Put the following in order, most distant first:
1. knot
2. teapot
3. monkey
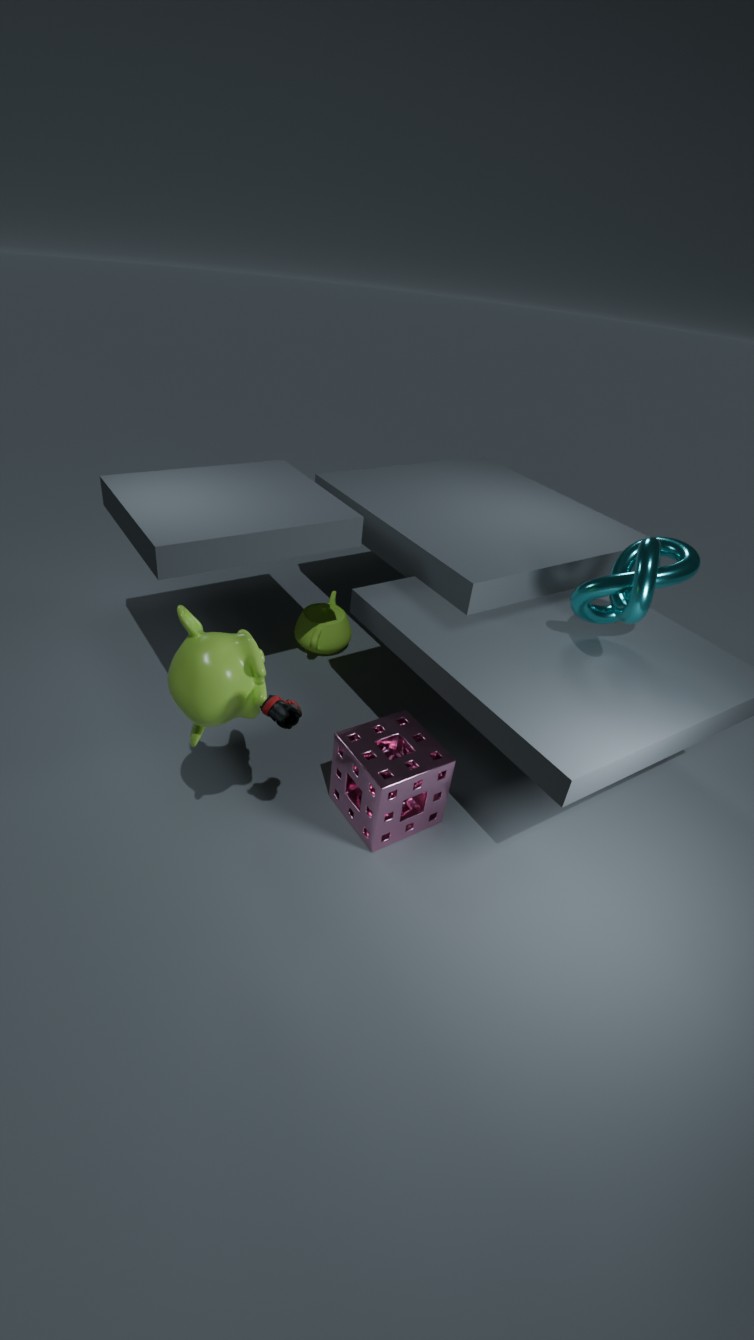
1. teapot
2. knot
3. monkey
